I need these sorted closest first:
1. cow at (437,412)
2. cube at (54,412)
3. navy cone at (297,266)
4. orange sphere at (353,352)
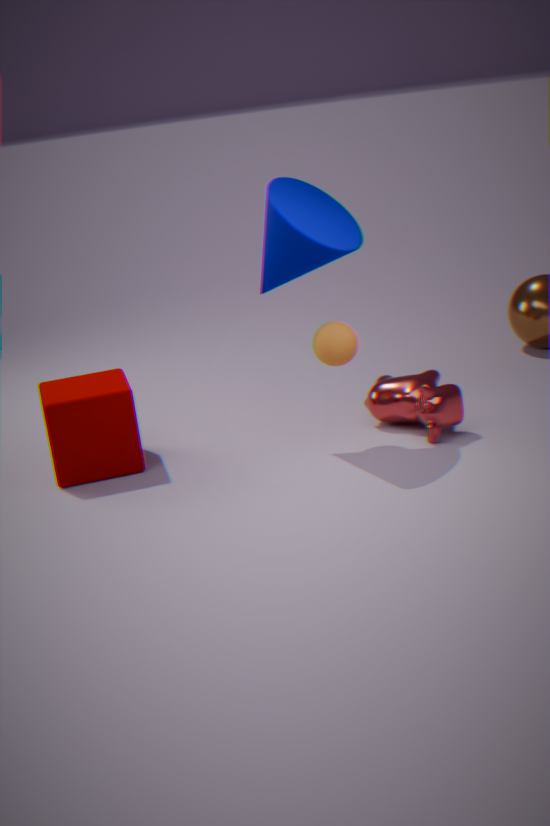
1. navy cone at (297,266)
2. orange sphere at (353,352)
3. cow at (437,412)
4. cube at (54,412)
